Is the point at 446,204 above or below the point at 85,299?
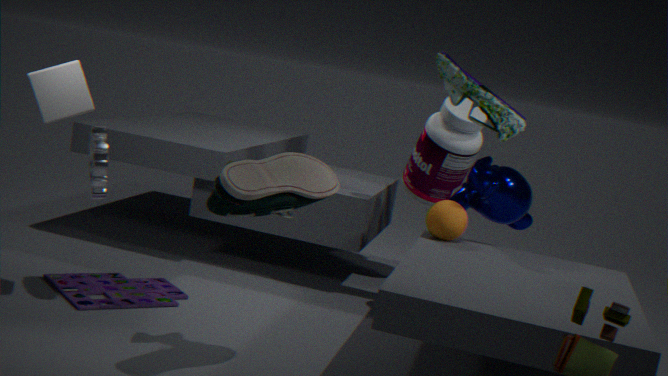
above
